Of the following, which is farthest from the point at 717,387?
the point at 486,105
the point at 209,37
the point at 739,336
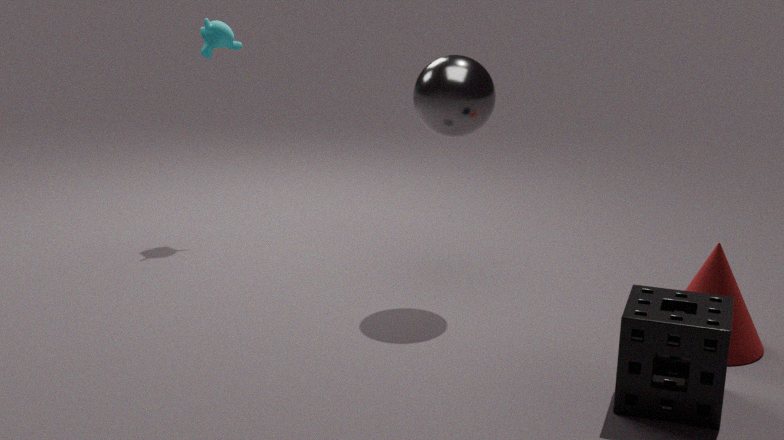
the point at 209,37
